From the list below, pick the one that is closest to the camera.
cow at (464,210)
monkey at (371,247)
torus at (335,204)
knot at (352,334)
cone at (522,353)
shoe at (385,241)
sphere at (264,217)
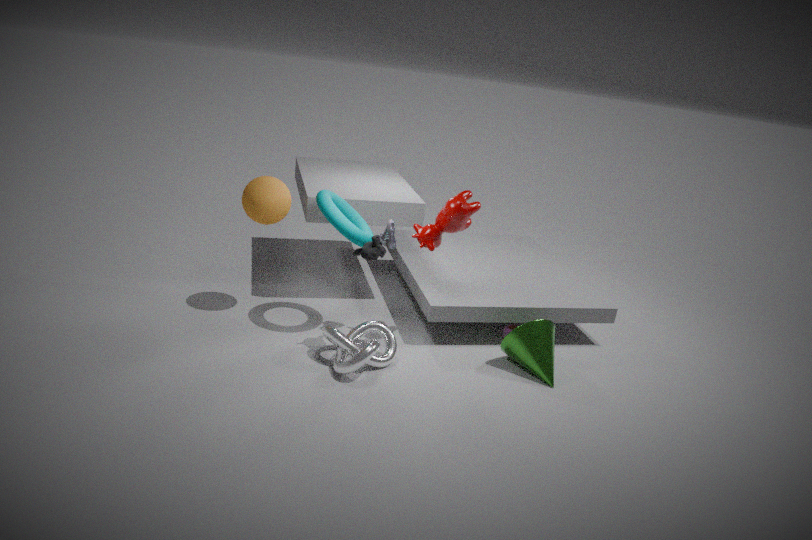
knot at (352,334)
